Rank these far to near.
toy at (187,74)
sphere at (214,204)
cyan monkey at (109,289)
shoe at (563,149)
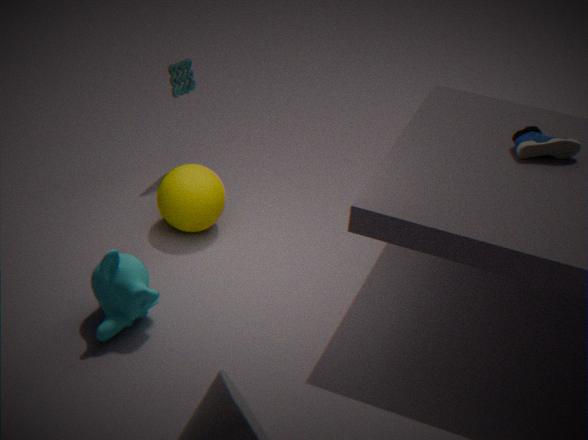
toy at (187,74)
sphere at (214,204)
shoe at (563,149)
cyan monkey at (109,289)
